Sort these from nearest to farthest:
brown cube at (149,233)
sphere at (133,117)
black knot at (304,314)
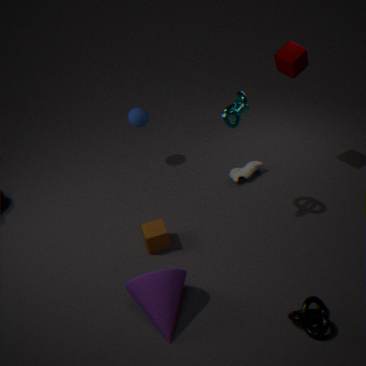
1. black knot at (304,314)
2. brown cube at (149,233)
3. sphere at (133,117)
